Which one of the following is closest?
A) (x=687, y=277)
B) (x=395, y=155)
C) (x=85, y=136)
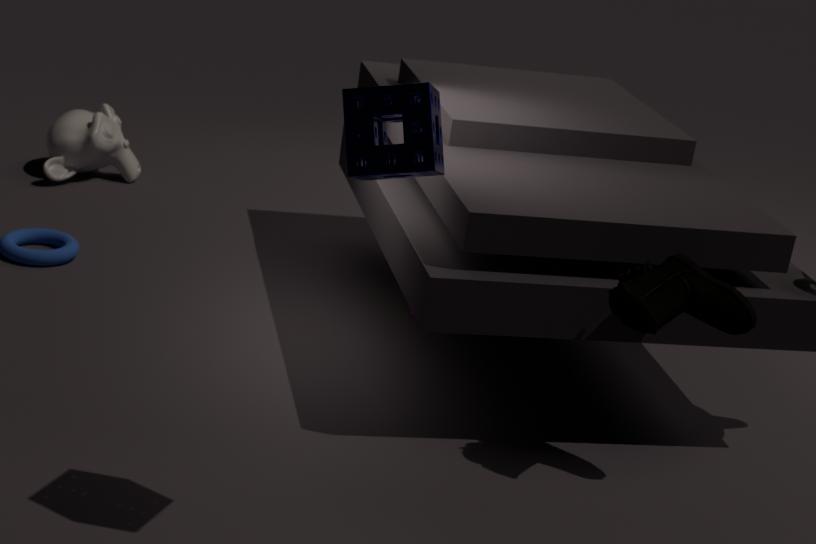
(x=395, y=155)
